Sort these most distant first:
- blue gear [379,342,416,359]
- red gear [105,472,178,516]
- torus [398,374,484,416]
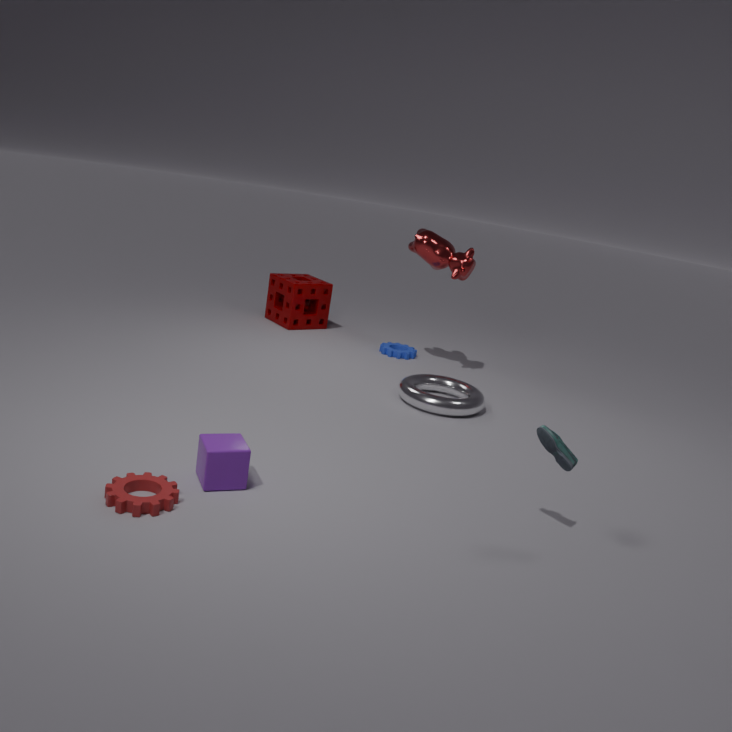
blue gear [379,342,416,359] < torus [398,374,484,416] < red gear [105,472,178,516]
